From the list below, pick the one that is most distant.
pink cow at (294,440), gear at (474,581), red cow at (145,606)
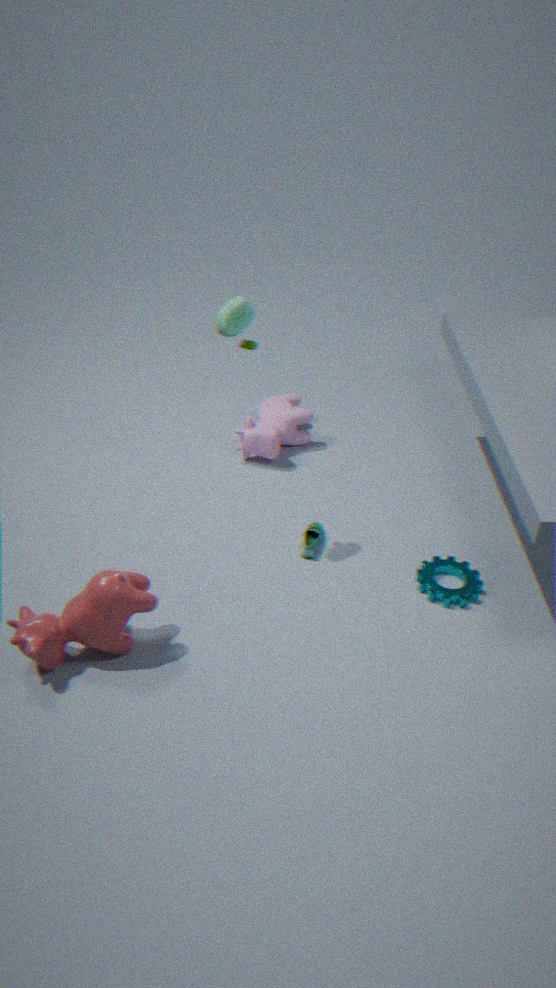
pink cow at (294,440)
